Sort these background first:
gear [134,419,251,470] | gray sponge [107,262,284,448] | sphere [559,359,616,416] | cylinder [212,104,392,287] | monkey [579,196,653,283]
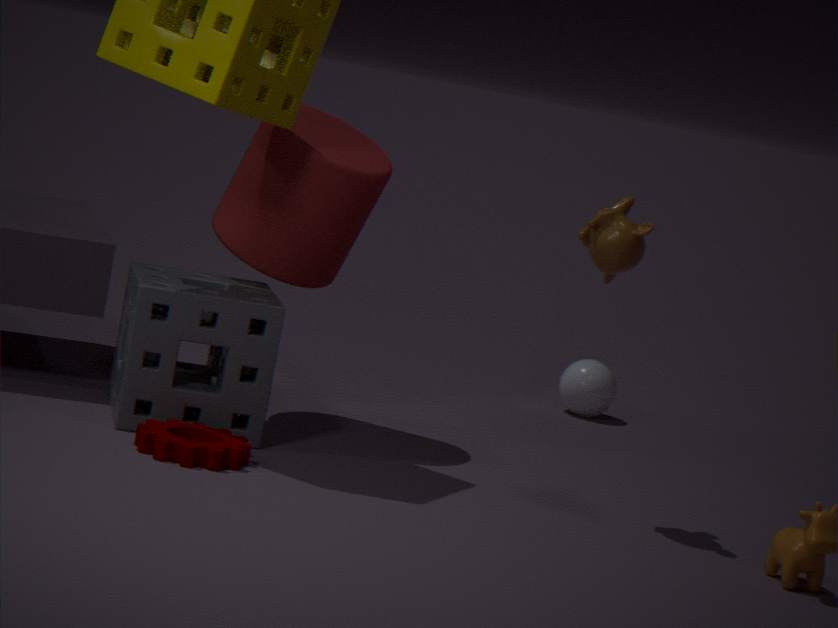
sphere [559,359,616,416] < cylinder [212,104,392,287] < gray sponge [107,262,284,448] < monkey [579,196,653,283] < gear [134,419,251,470]
